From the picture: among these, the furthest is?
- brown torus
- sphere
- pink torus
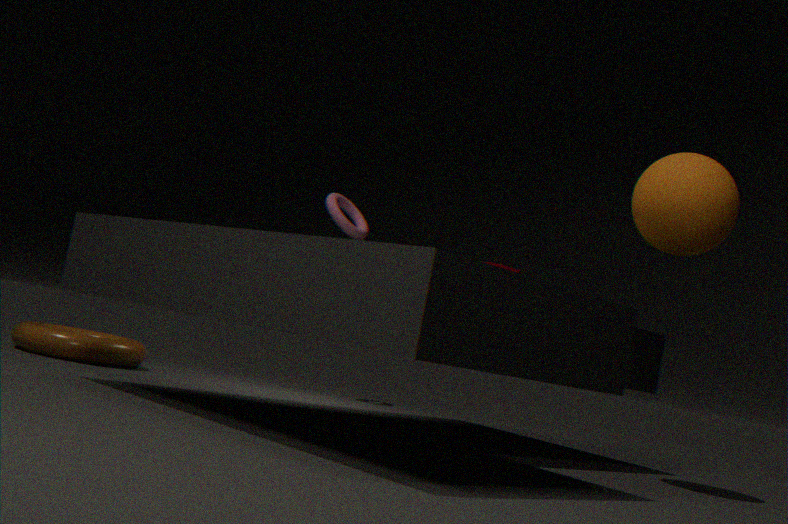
pink torus
